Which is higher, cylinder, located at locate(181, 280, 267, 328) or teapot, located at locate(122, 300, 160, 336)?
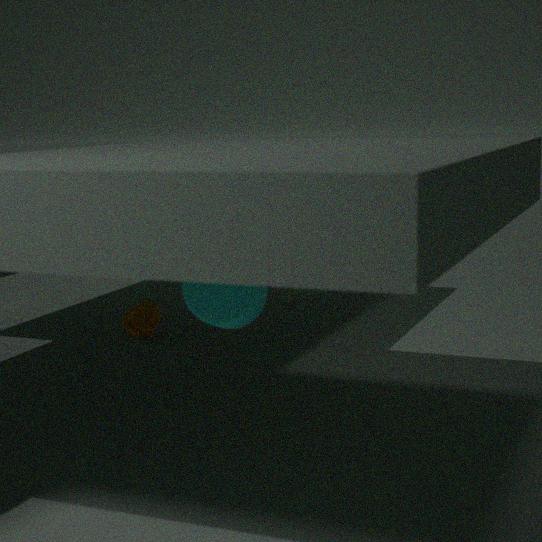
cylinder, located at locate(181, 280, 267, 328)
